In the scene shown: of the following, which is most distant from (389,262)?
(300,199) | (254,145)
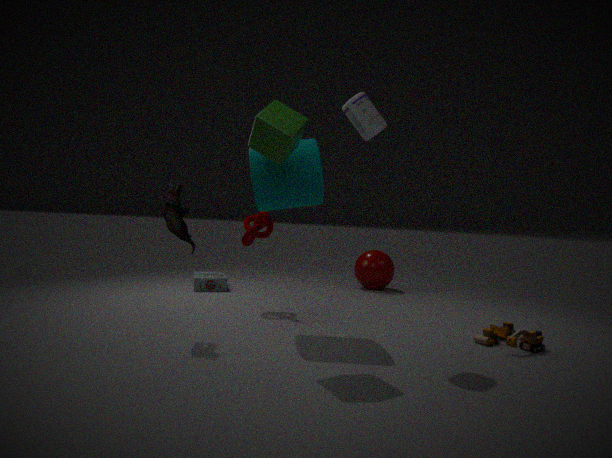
(254,145)
